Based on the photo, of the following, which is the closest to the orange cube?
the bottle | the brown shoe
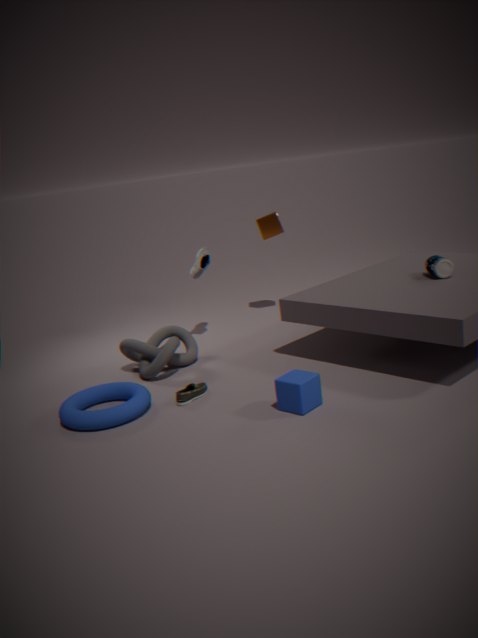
the bottle
